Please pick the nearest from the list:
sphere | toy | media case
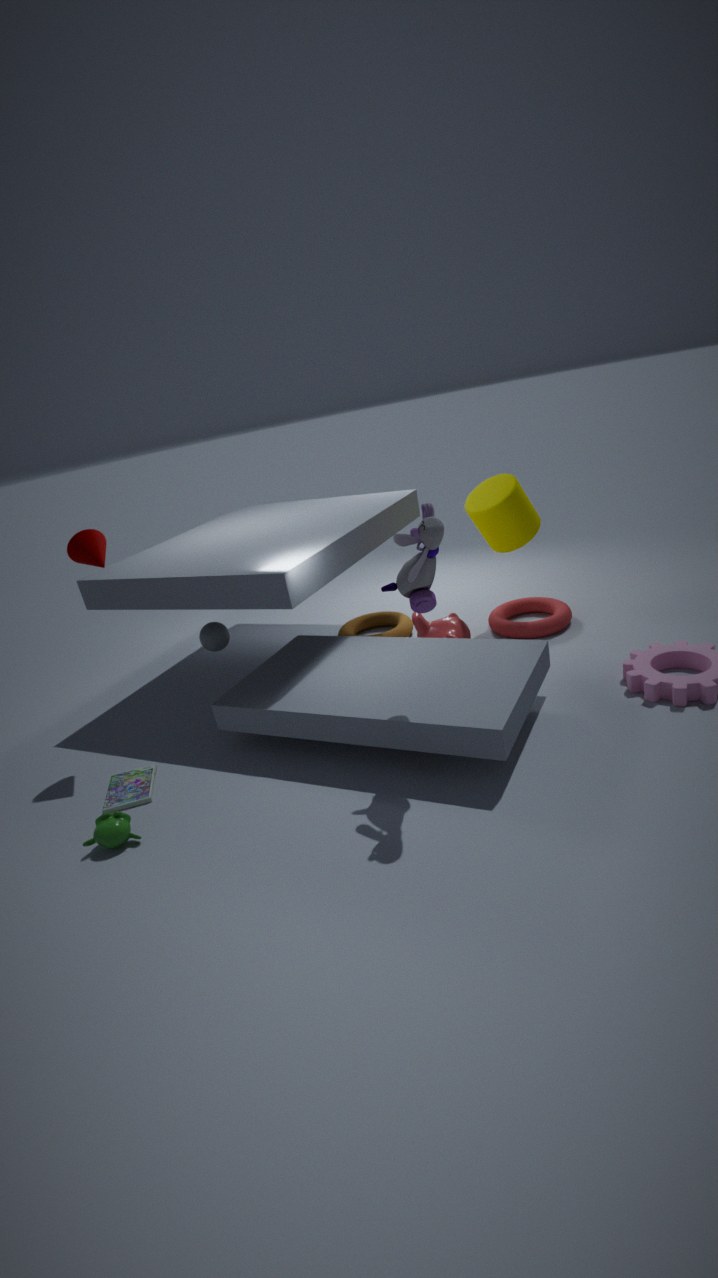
→ toy
